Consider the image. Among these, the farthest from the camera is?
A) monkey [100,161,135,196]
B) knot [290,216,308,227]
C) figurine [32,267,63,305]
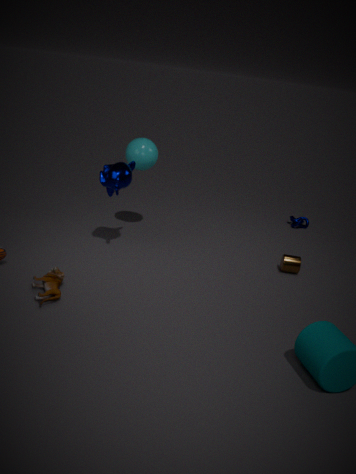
knot [290,216,308,227]
